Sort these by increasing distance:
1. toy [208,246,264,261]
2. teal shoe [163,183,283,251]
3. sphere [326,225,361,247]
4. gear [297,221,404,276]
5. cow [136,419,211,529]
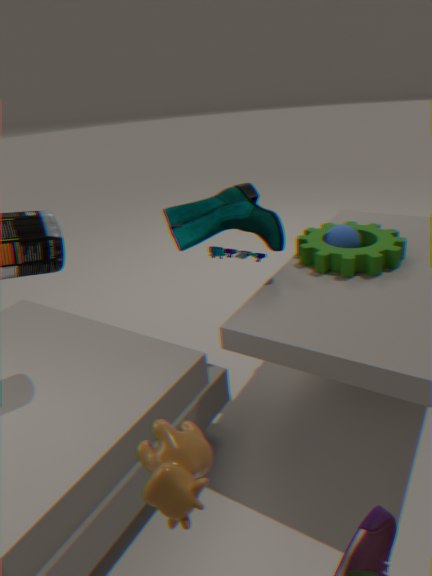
cow [136,419,211,529]
toy [208,246,264,261]
gear [297,221,404,276]
teal shoe [163,183,283,251]
sphere [326,225,361,247]
